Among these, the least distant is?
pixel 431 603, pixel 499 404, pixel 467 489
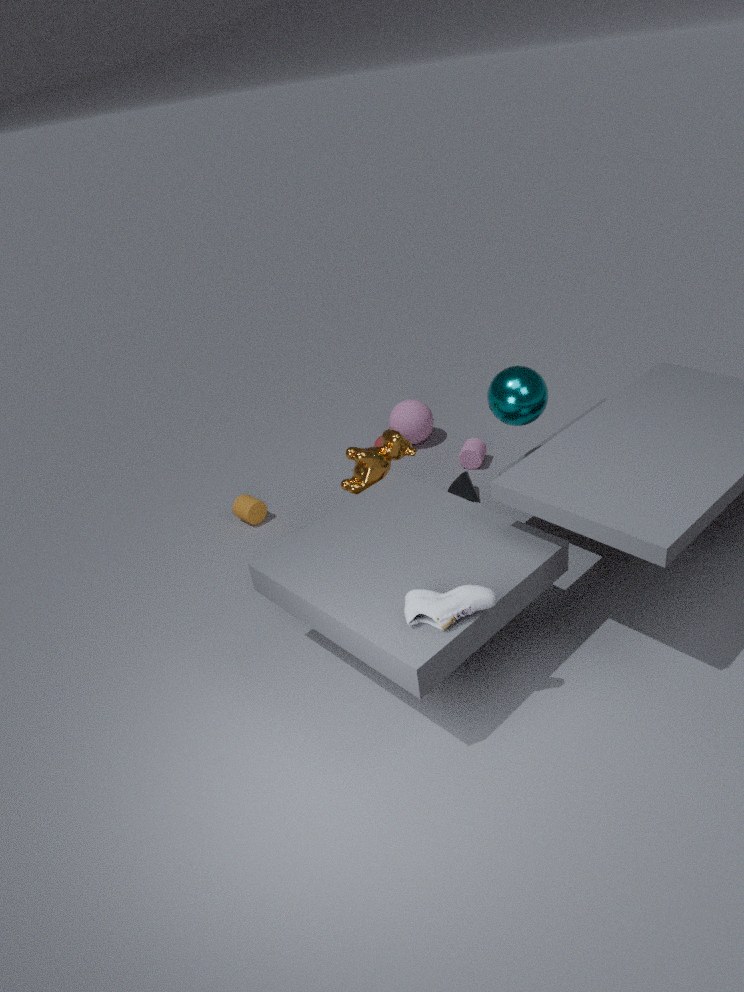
pixel 431 603
